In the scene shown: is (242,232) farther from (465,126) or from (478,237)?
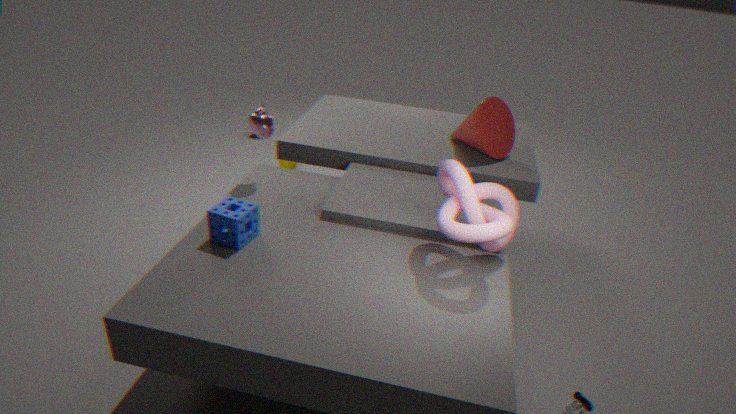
(465,126)
